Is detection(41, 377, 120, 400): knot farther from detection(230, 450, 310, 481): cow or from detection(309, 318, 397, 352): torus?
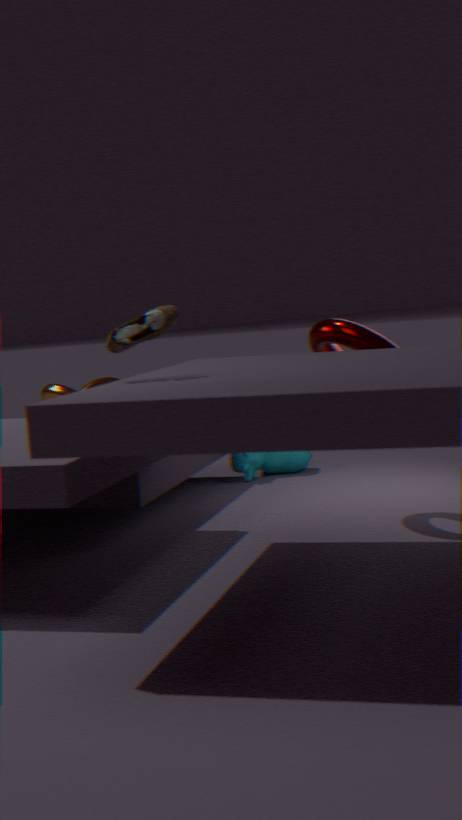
detection(309, 318, 397, 352): torus
